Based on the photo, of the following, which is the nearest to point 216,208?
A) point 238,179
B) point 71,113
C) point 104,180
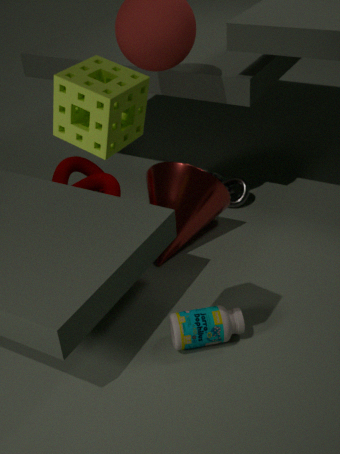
point 238,179
